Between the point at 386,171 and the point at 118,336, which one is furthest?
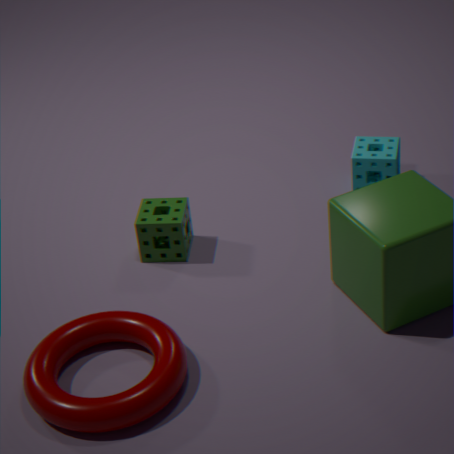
the point at 386,171
